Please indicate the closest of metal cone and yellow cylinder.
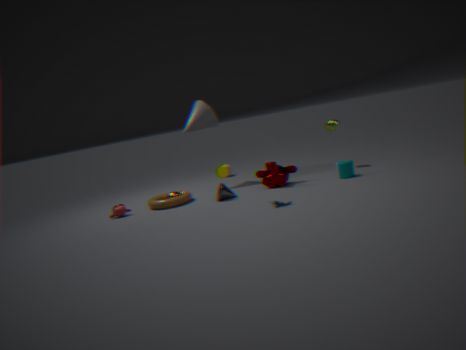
metal cone
